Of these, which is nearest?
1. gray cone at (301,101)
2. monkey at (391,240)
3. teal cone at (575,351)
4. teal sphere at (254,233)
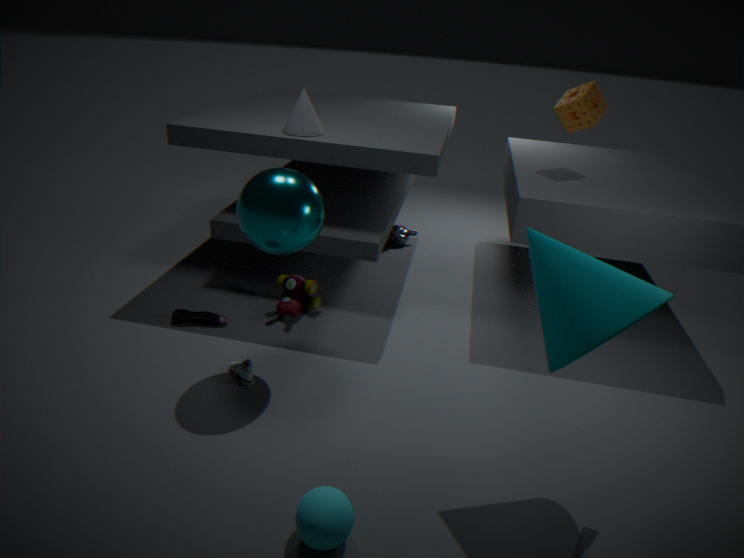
teal cone at (575,351)
